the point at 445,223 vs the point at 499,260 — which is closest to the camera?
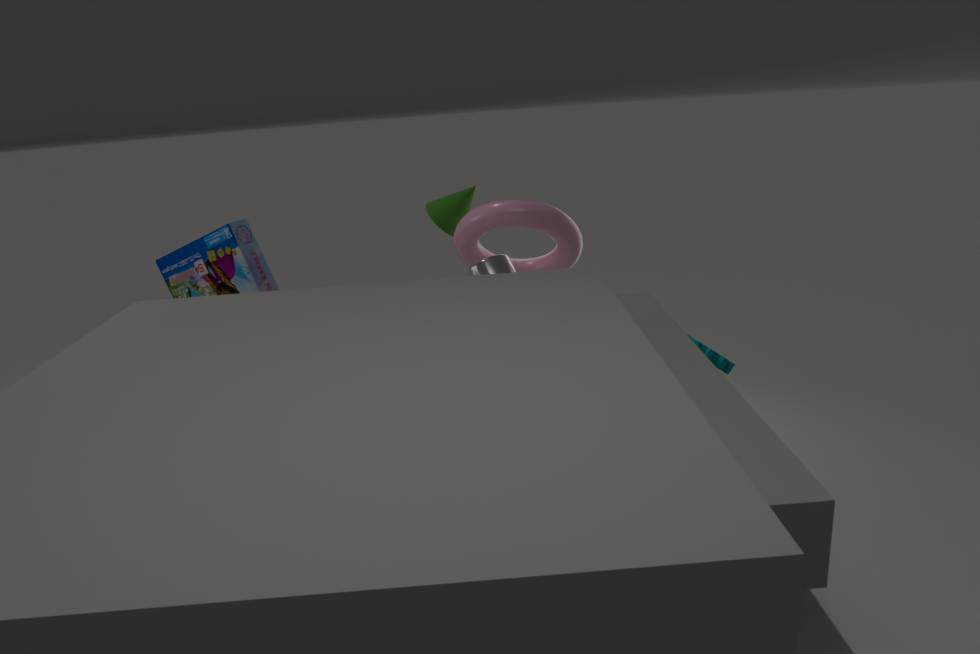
the point at 499,260
